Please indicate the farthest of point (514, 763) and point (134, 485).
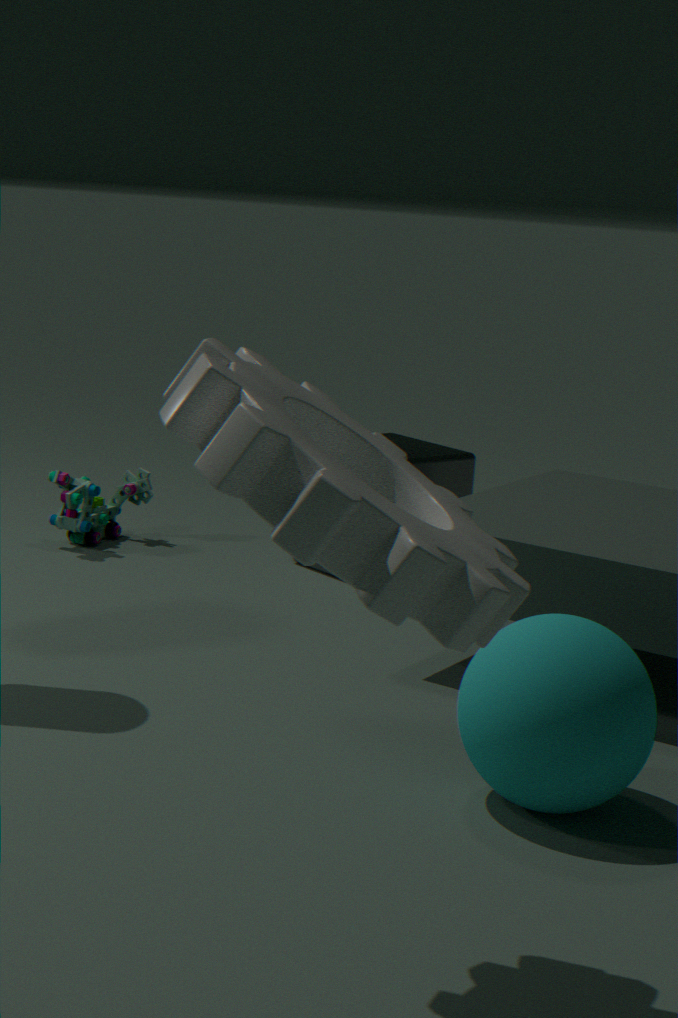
point (134, 485)
